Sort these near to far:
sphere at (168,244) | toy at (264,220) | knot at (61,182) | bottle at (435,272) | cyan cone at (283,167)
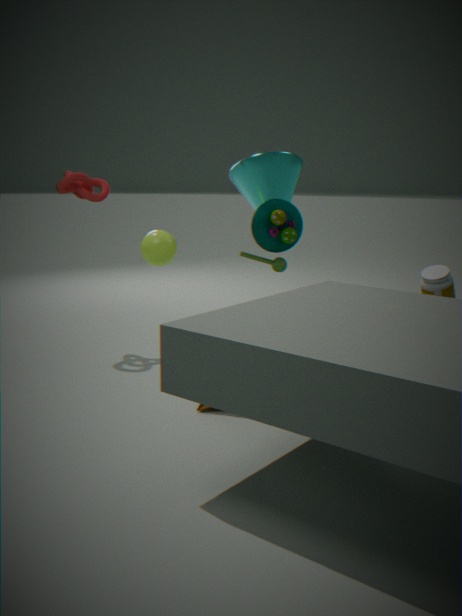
bottle at (435,272) → sphere at (168,244) → knot at (61,182) → toy at (264,220) → cyan cone at (283,167)
